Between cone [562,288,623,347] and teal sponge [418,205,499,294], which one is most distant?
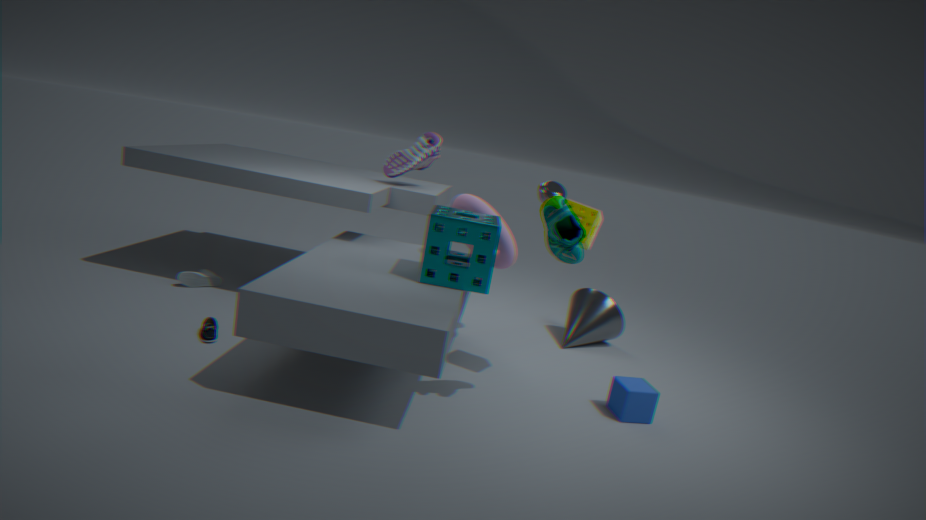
cone [562,288,623,347]
